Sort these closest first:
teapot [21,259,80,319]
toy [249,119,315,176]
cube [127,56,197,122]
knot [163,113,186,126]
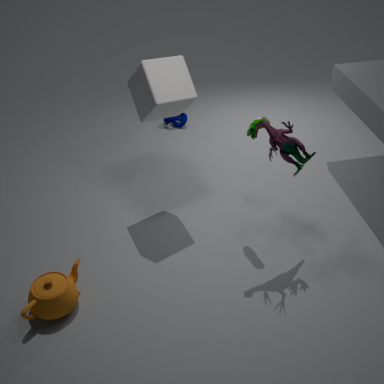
teapot [21,259,80,319]
toy [249,119,315,176]
cube [127,56,197,122]
knot [163,113,186,126]
